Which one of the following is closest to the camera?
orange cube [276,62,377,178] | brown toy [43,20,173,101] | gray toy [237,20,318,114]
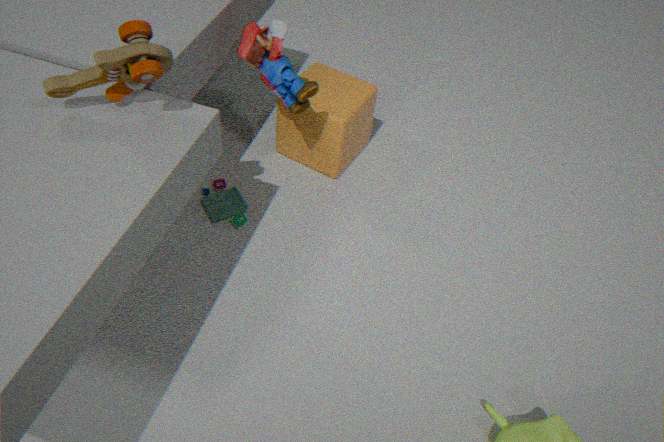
brown toy [43,20,173,101]
